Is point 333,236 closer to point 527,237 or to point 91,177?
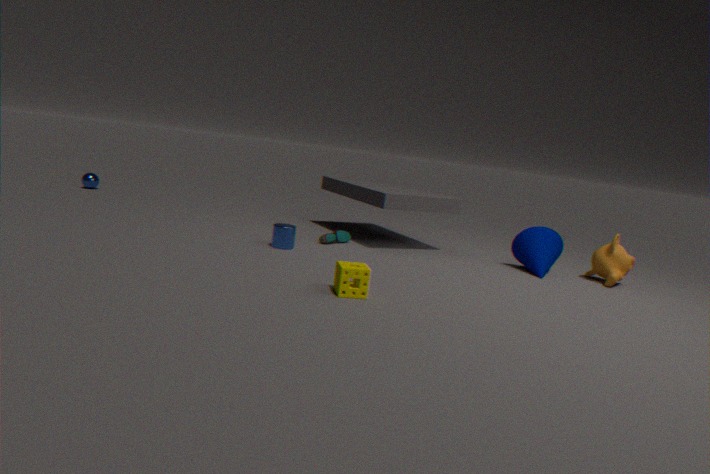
point 527,237
